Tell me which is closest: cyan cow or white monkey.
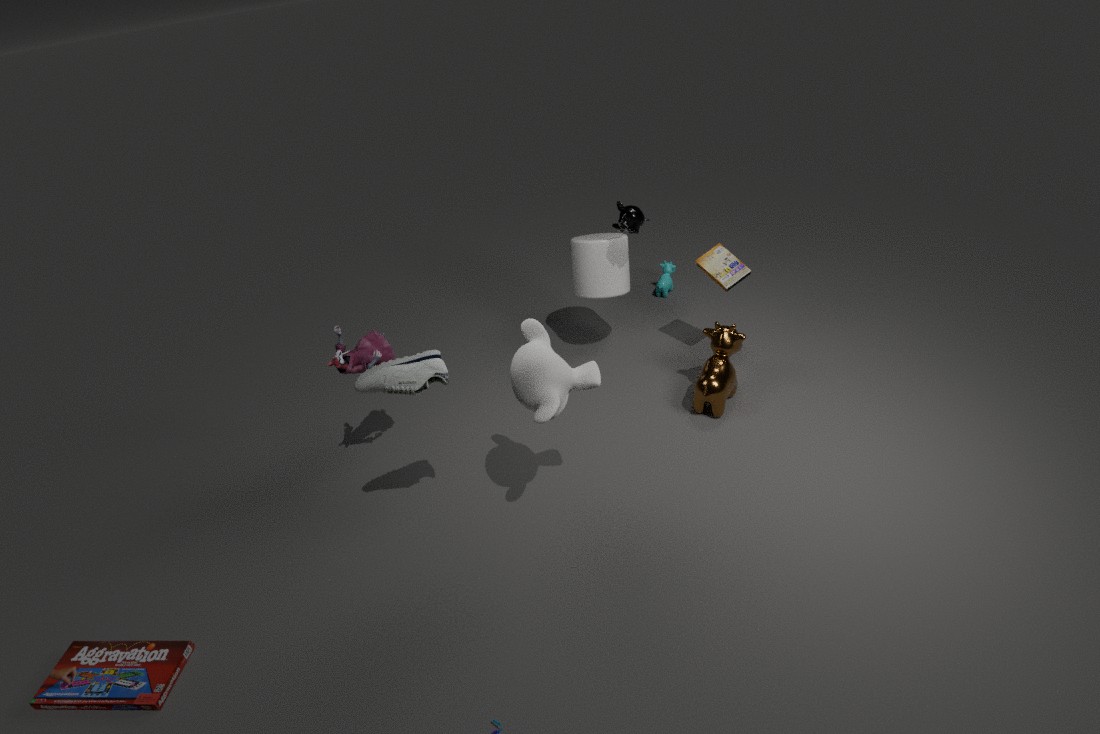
white monkey
